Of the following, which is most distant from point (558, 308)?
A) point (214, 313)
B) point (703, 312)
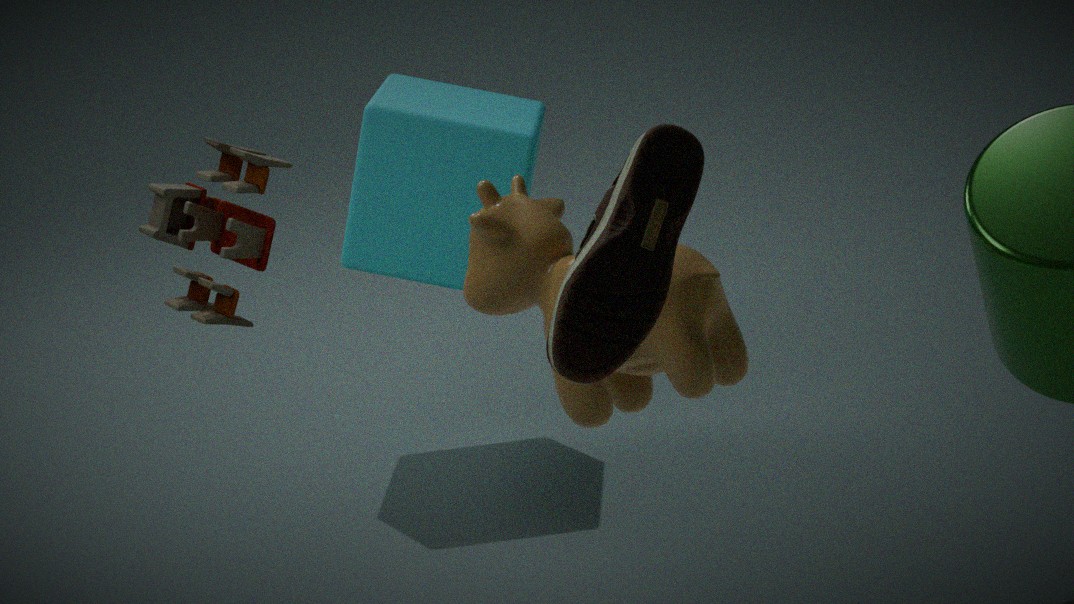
point (214, 313)
